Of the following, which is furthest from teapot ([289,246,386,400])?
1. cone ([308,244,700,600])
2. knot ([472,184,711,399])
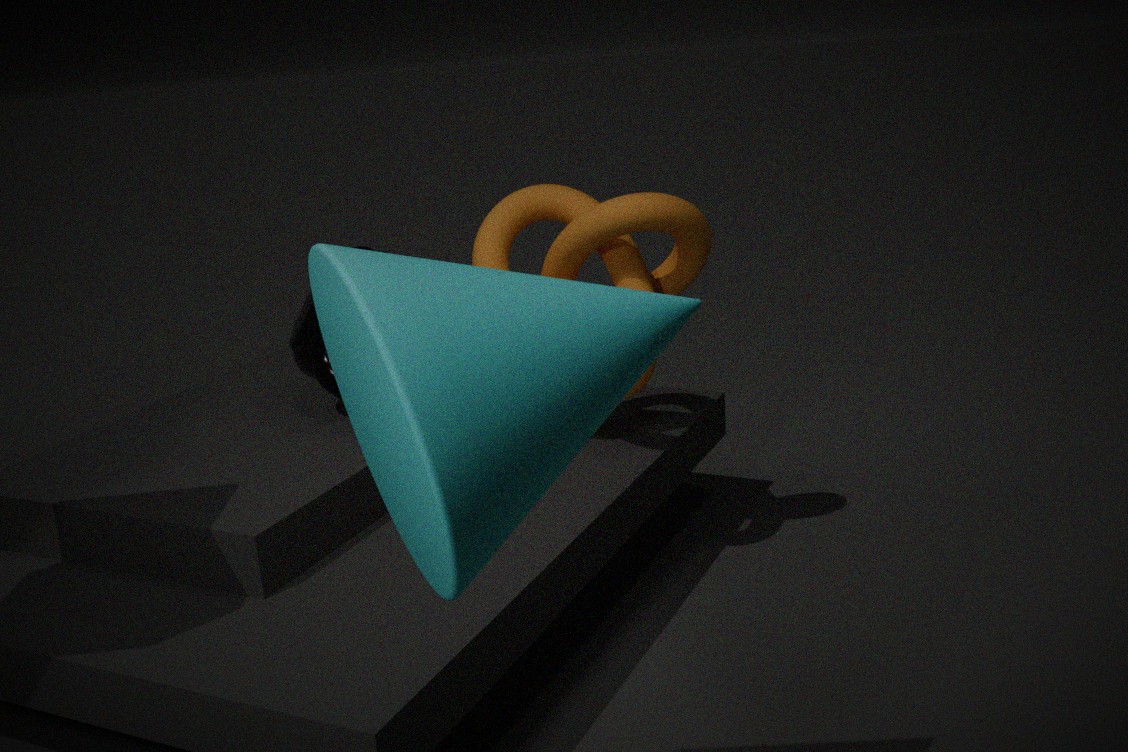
cone ([308,244,700,600])
